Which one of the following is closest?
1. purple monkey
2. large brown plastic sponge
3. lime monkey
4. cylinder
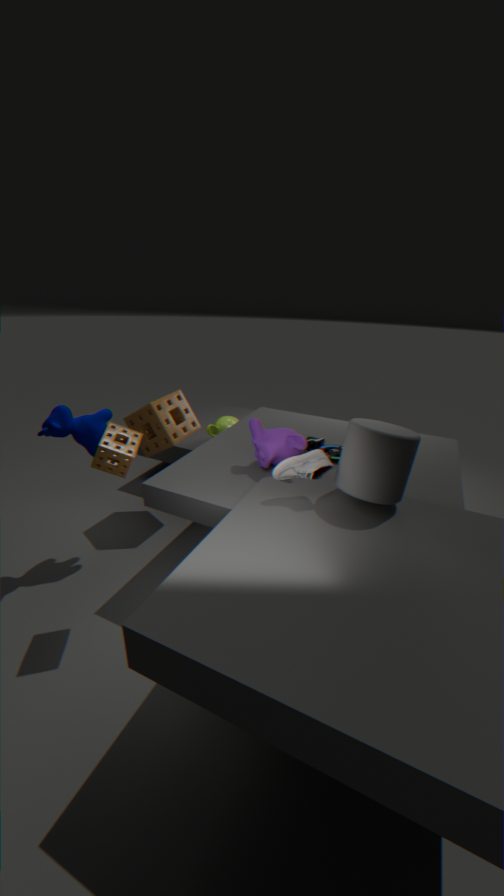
cylinder
